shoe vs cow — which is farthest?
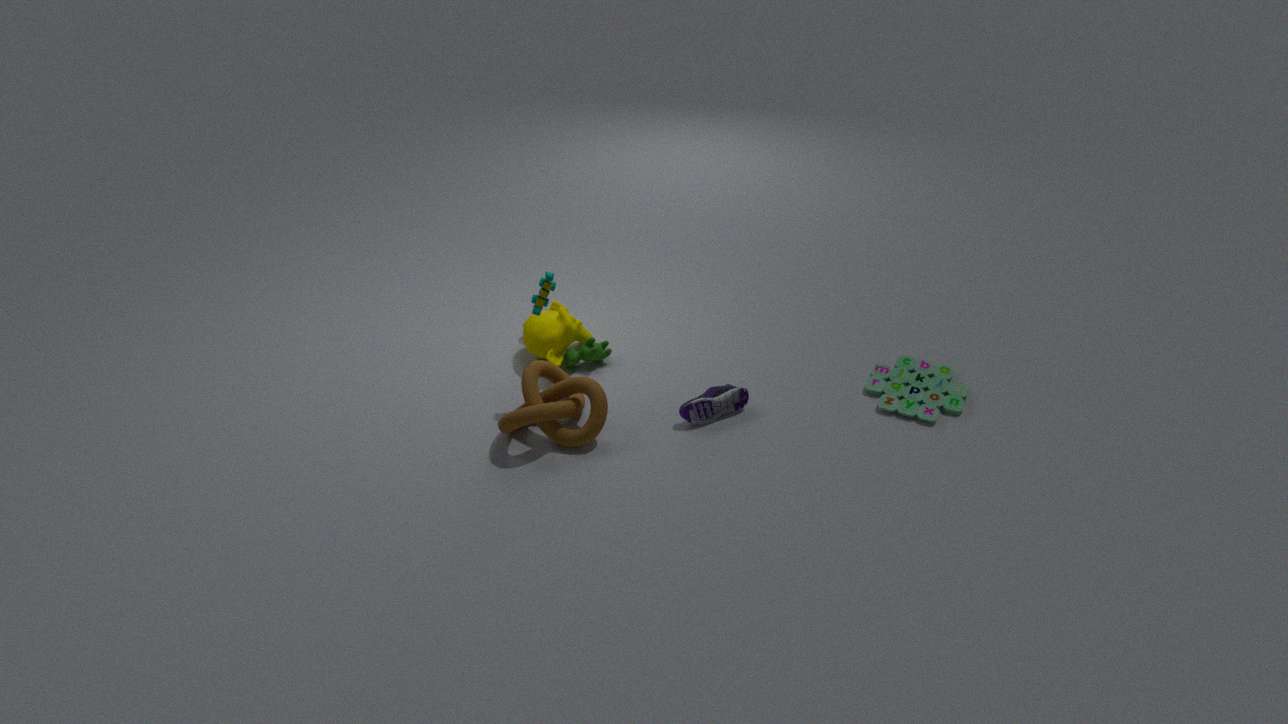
cow
